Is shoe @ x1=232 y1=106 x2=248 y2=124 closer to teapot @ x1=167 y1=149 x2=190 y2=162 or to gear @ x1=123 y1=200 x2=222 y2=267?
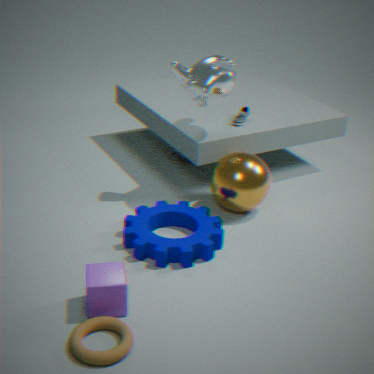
teapot @ x1=167 y1=149 x2=190 y2=162
